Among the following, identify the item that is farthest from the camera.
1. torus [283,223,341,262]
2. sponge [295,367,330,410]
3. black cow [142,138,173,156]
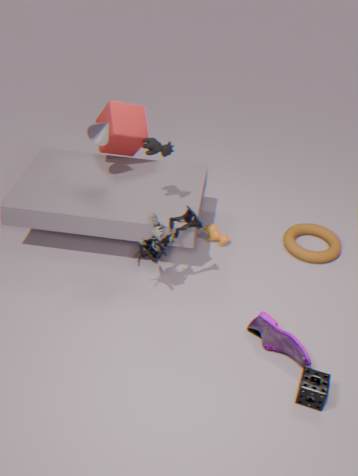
torus [283,223,341,262]
